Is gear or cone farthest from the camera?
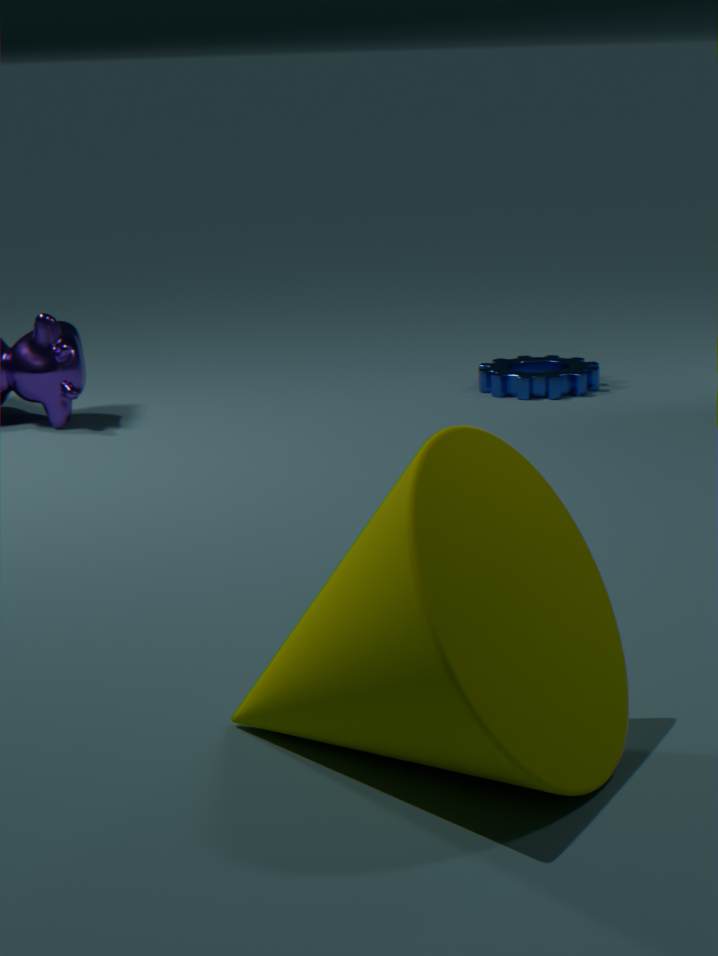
gear
